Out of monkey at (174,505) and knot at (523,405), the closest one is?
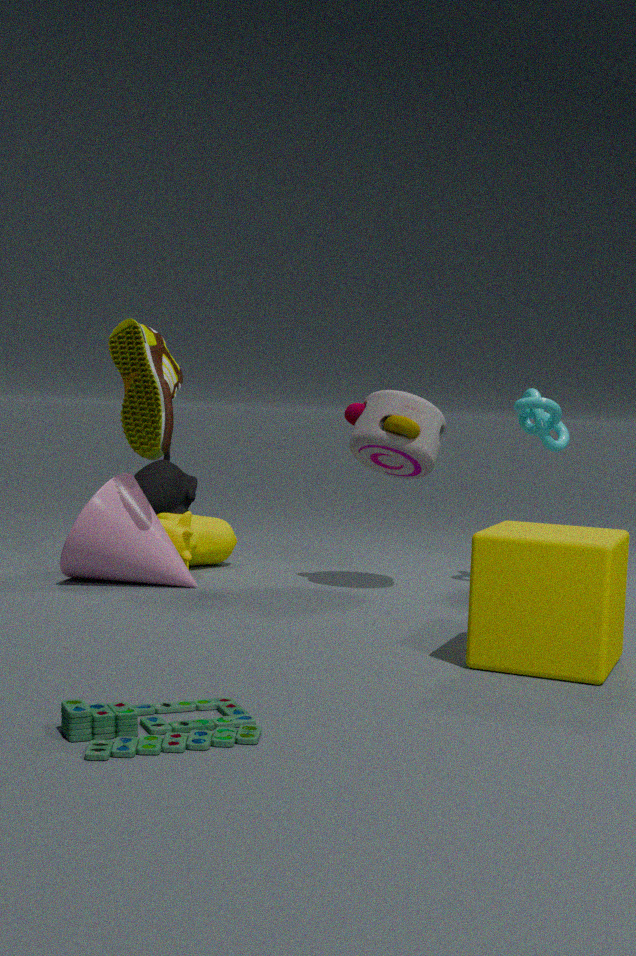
knot at (523,405)
